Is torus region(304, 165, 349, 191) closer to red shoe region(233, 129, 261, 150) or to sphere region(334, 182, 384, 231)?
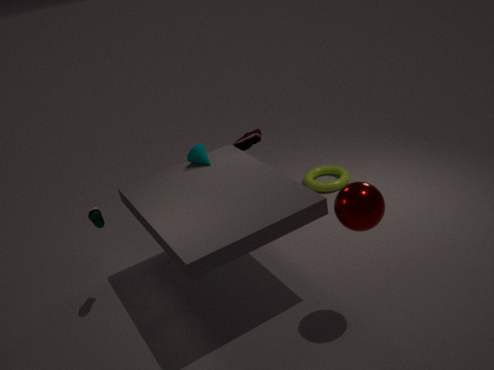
red shoe region(233, 129, 261, 150)
